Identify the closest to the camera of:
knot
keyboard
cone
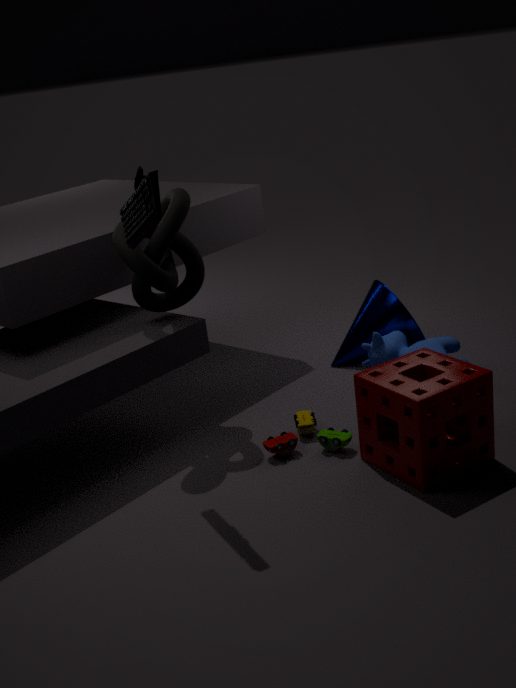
keyboard
